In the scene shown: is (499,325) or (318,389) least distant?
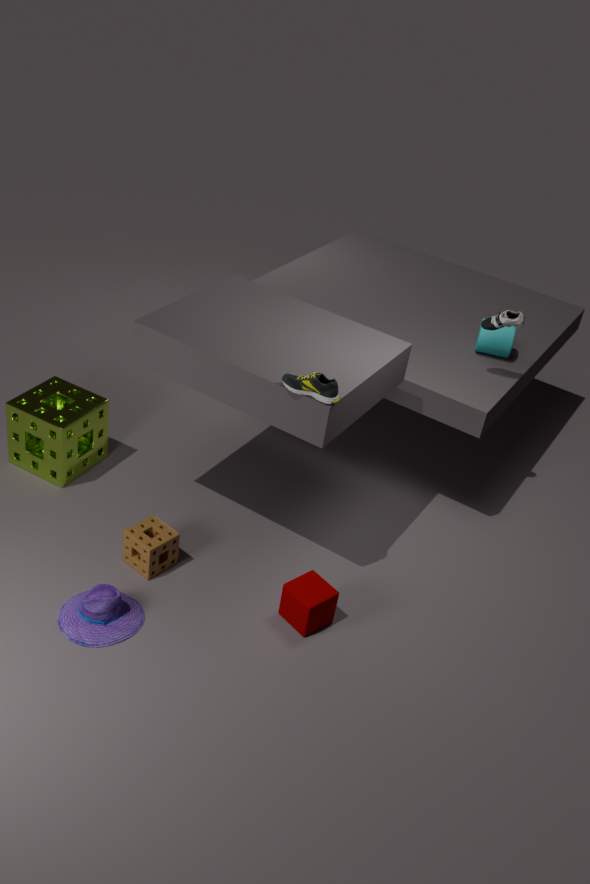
(318,389)
